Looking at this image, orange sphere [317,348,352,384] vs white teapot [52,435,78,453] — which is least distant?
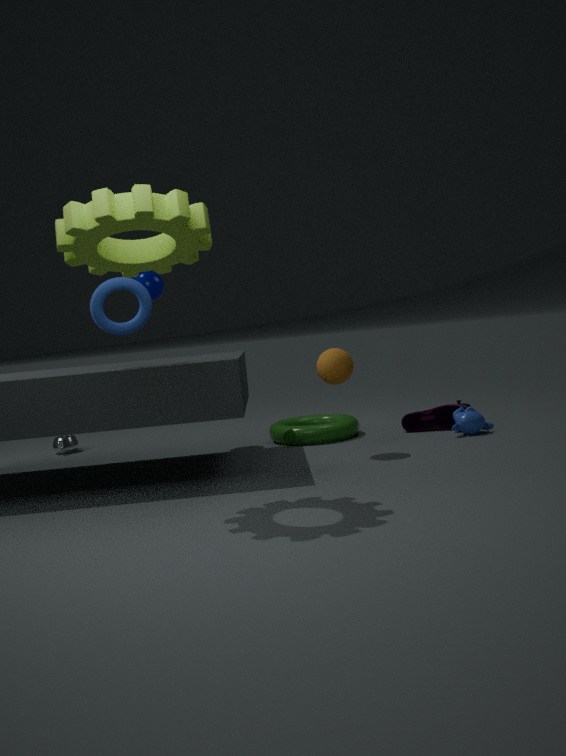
orange sphere [317,348,352,384]
